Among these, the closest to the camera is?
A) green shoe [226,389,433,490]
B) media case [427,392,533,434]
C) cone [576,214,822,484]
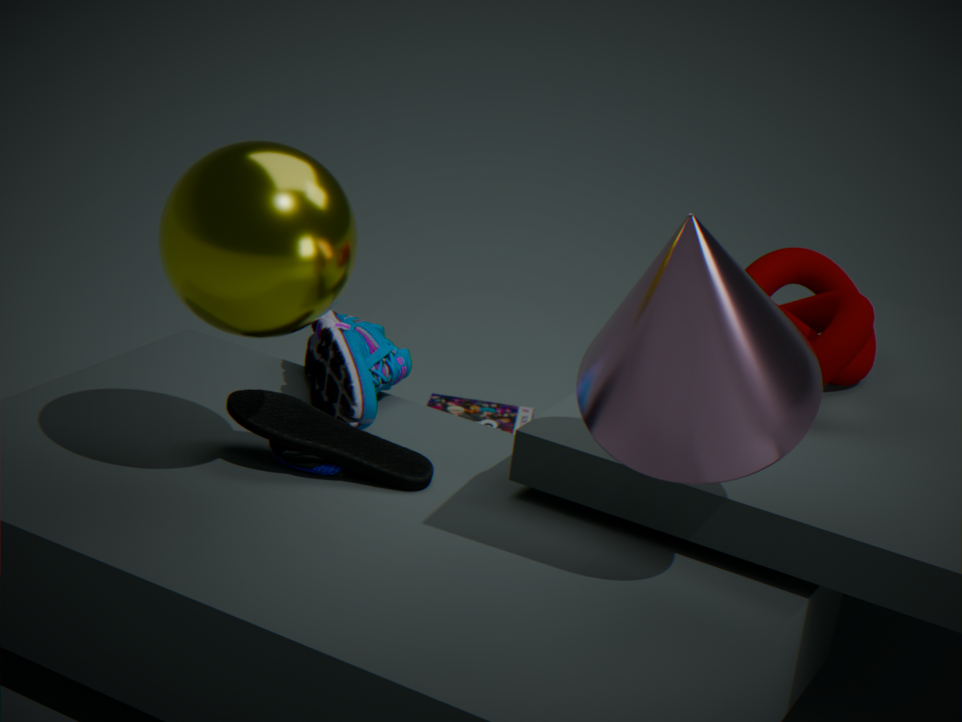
cone [576,214,822,484]
